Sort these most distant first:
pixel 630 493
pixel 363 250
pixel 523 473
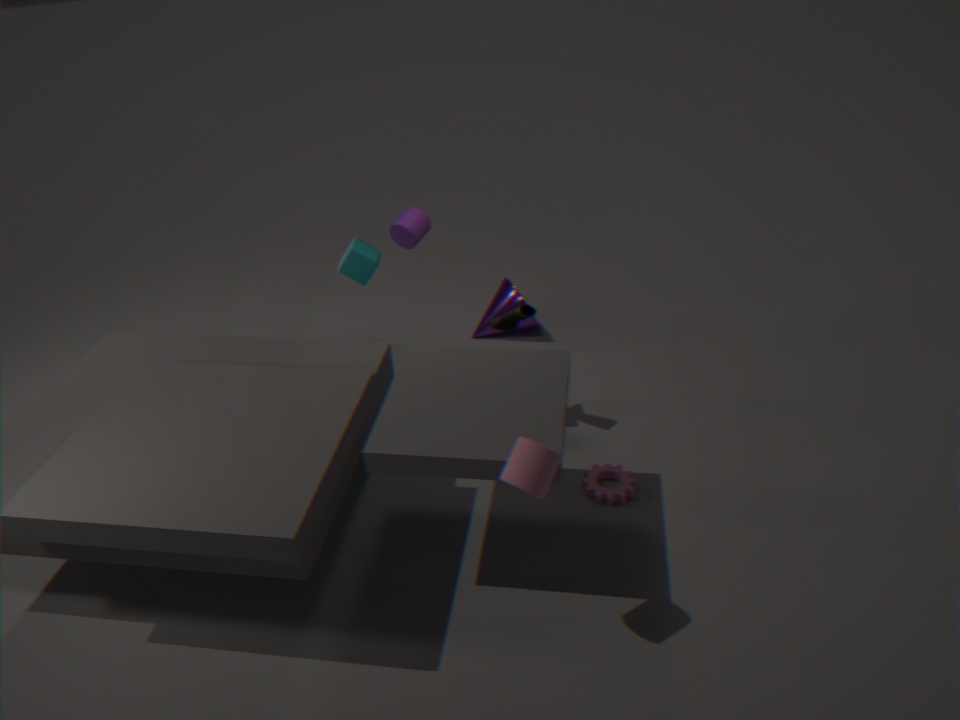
1. pixel 363 250
2. pixel 630 493
3. pixel 523 473
